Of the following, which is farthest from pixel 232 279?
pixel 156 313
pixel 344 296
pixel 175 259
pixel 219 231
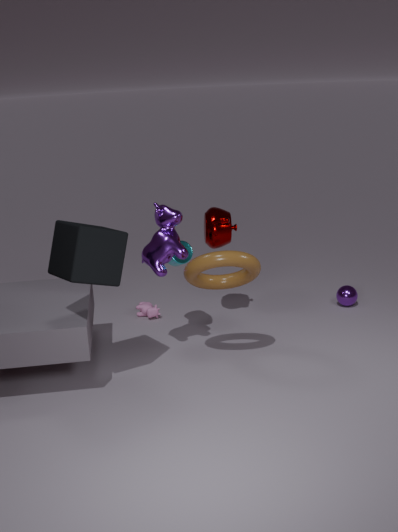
pixel 344 296
